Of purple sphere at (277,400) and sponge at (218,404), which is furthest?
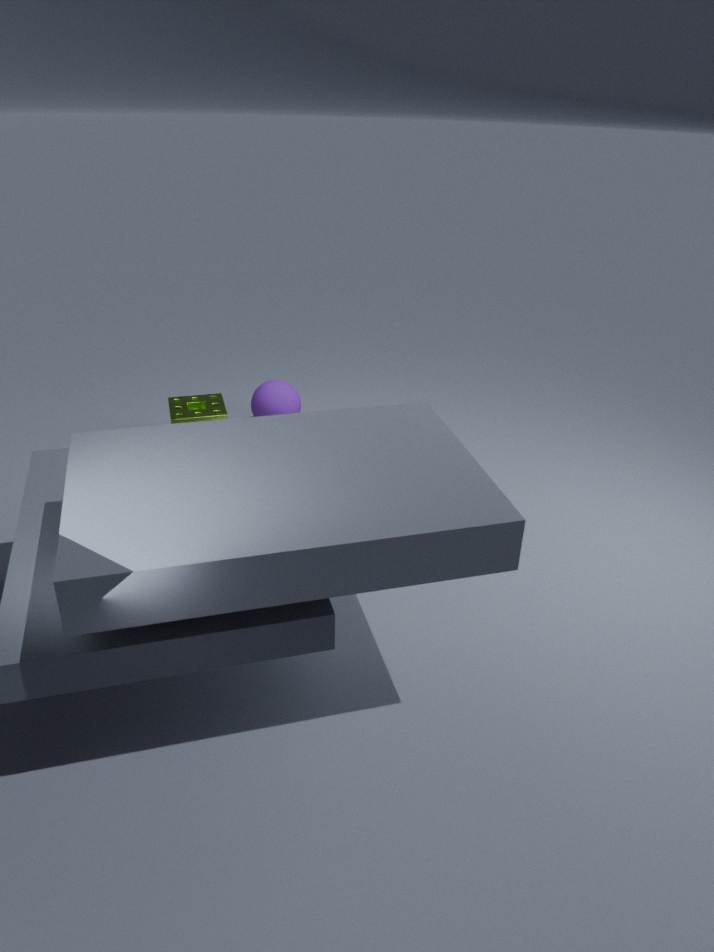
purple sphere at (277,400)
